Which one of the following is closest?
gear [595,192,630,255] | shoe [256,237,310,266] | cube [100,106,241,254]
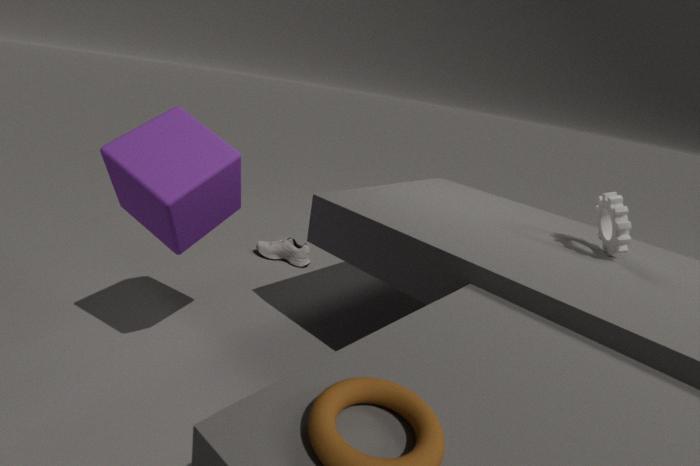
Result: cube [100,106,241,254]
